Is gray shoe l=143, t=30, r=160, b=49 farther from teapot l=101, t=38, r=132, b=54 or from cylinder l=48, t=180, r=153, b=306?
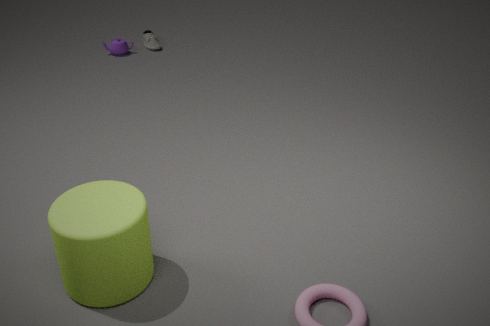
cylinder l=48, t=180, r=153, b=306
